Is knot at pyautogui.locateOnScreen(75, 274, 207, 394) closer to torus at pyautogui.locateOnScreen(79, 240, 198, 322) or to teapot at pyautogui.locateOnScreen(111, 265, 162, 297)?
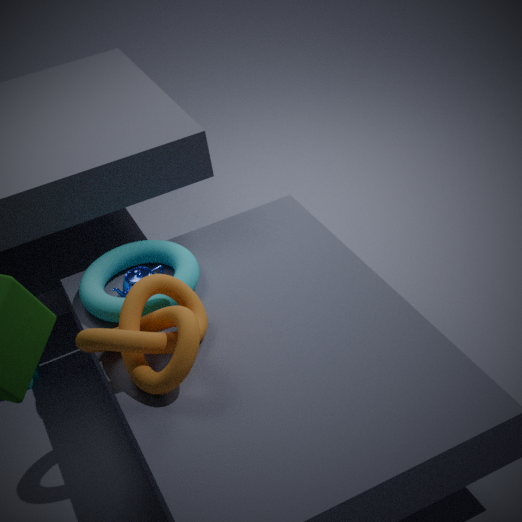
torus at pyautogui.locateOnScreen(79, 240, 198, 322)
